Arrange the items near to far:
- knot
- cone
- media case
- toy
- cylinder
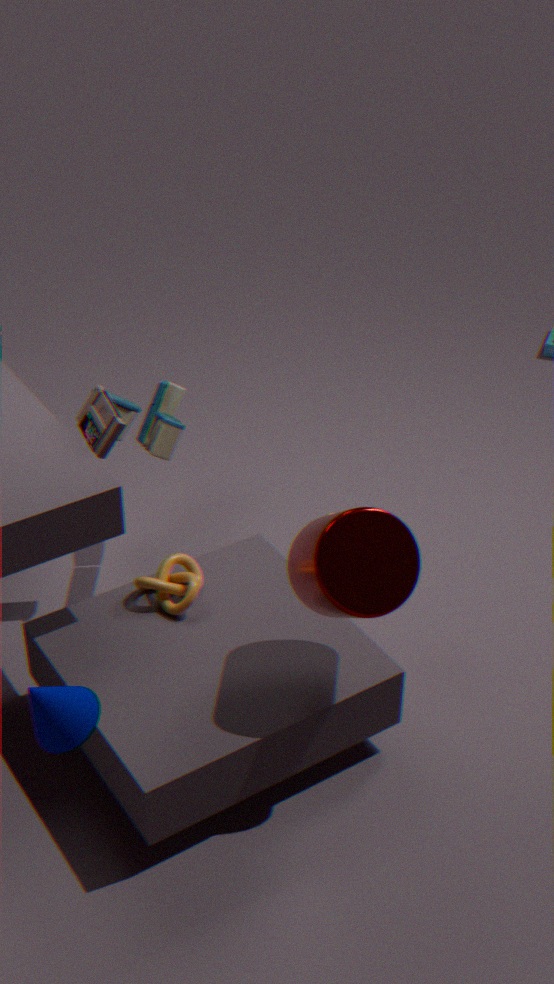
cone
cylinder
media case
knot
toy
